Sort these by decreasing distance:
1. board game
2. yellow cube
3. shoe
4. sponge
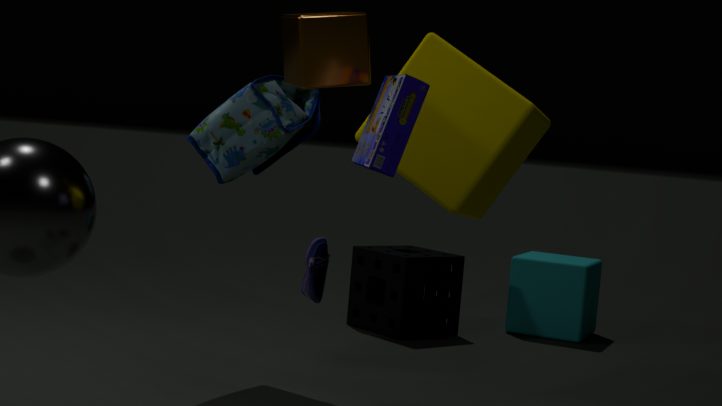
sponge, shoe, yellow cube, board game
